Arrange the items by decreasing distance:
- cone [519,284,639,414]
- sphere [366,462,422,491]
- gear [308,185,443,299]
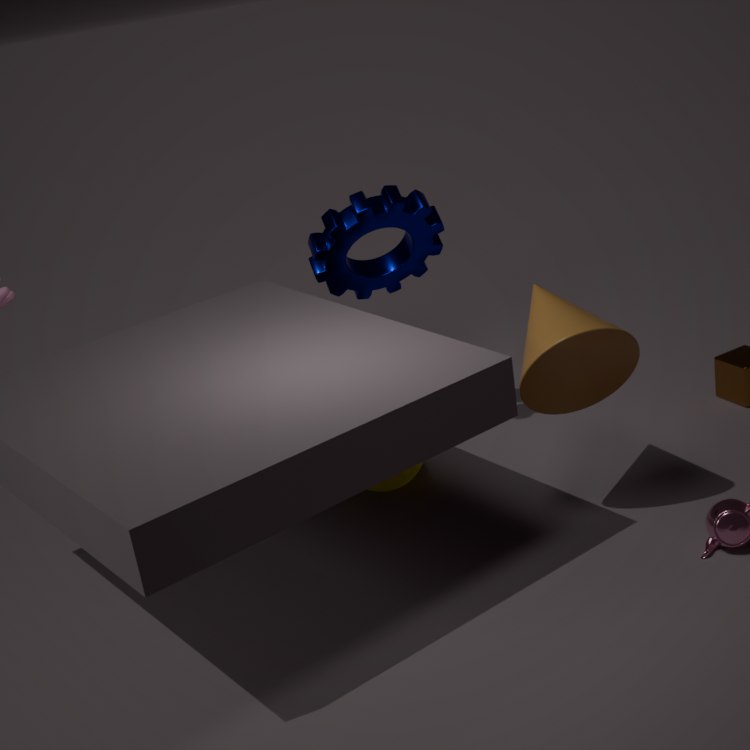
gear [308,185,443,299] → sphere [366,462,422,491] → cone [519,284,639,414]
